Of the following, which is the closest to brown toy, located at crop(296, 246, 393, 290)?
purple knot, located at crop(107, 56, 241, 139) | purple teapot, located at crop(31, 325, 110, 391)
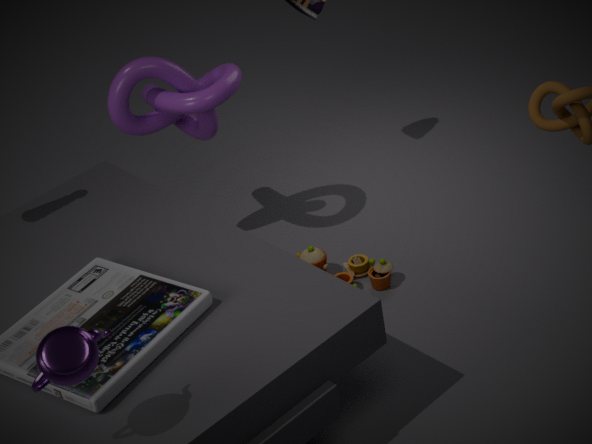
purple knot, located at crop(107, 56, 241, 139)
